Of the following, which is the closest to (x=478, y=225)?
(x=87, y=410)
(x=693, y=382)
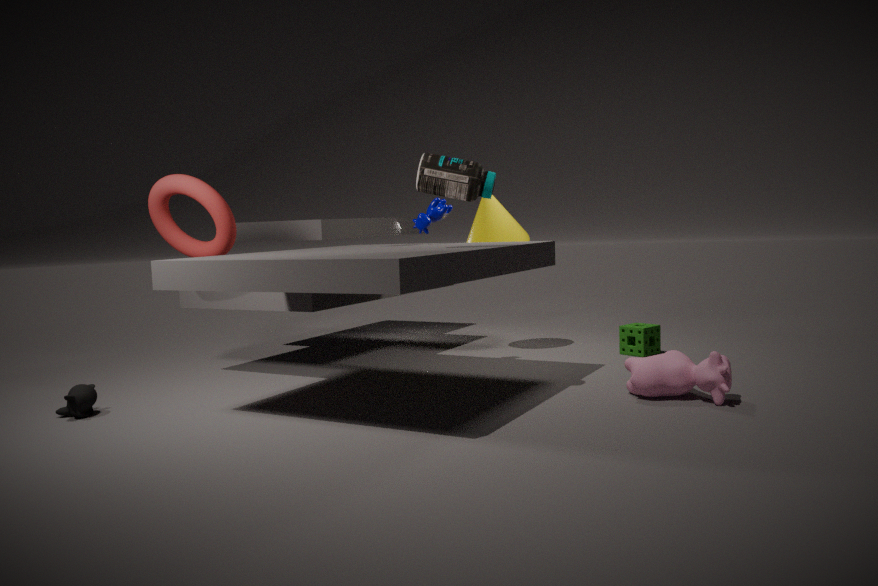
(x=693, y=382)
